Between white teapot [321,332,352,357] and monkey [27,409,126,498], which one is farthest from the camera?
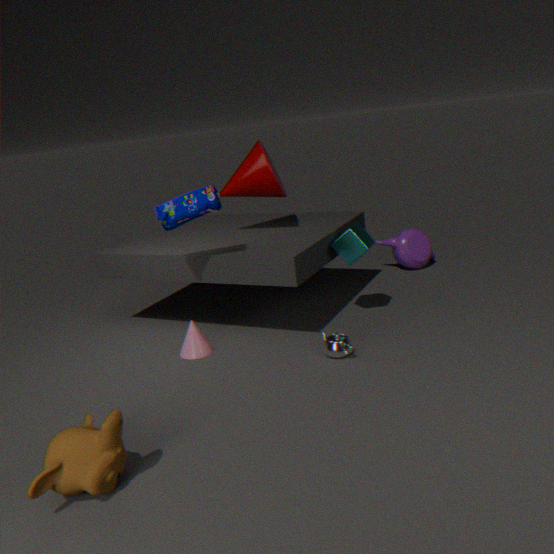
white teapot [321,332,352,357]
